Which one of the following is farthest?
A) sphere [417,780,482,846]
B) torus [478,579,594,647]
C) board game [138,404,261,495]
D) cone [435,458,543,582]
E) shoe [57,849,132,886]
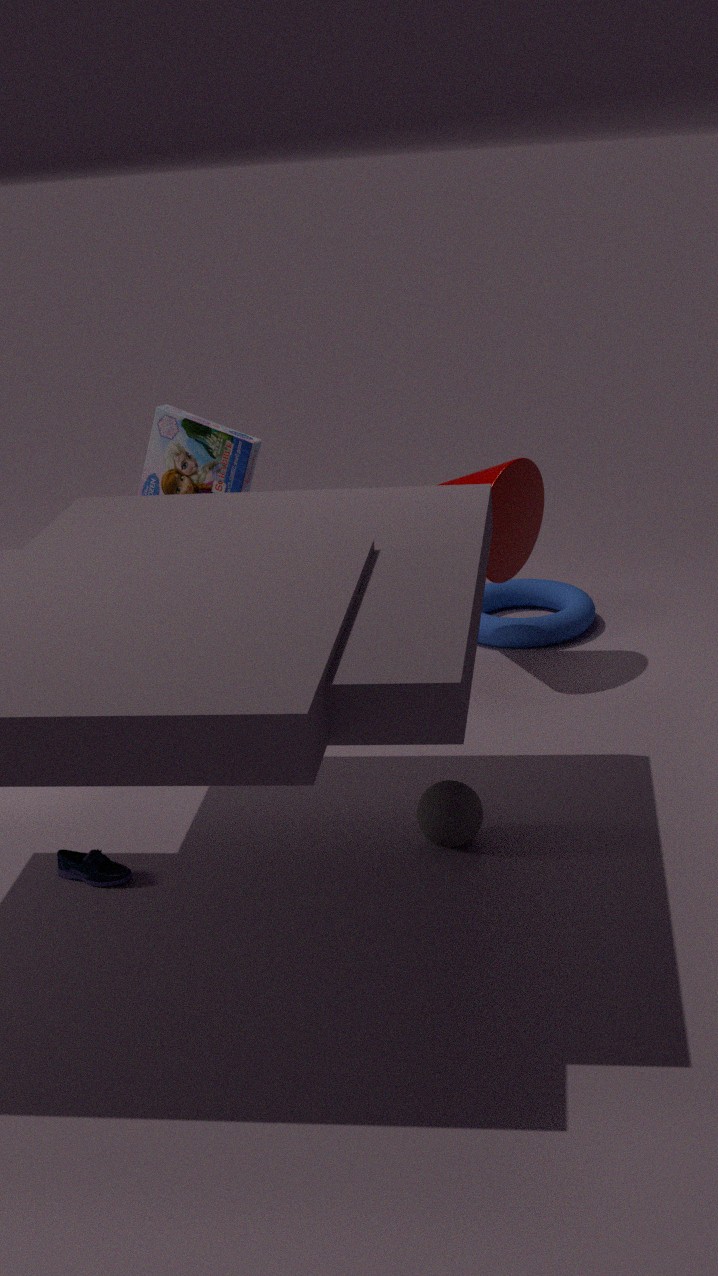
torus [478,579,594,647]
